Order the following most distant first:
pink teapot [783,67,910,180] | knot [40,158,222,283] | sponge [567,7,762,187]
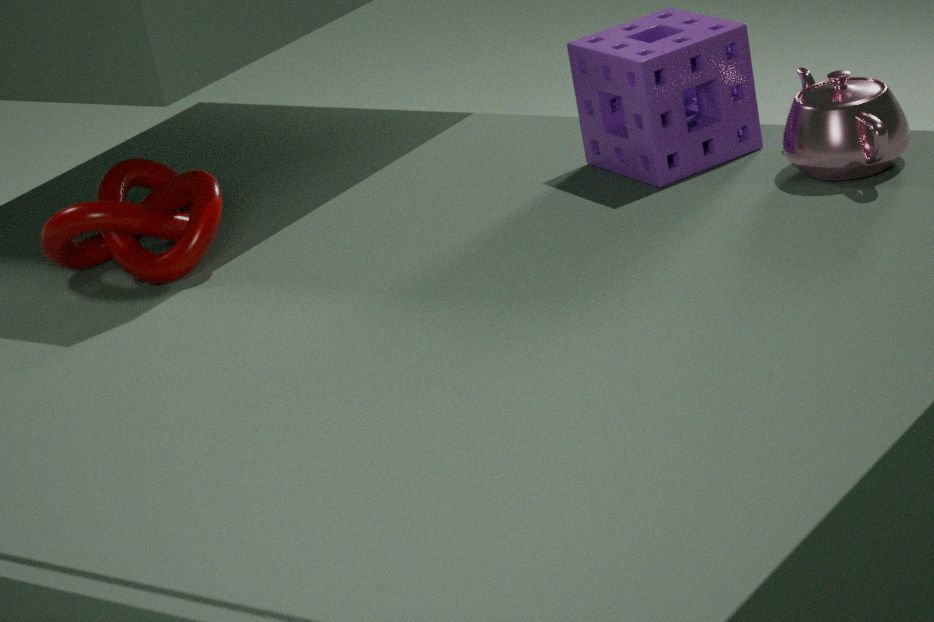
knot [40,158,222,283] → sponge [567,7,762,187] → pink teapot [783,67,910,180]
